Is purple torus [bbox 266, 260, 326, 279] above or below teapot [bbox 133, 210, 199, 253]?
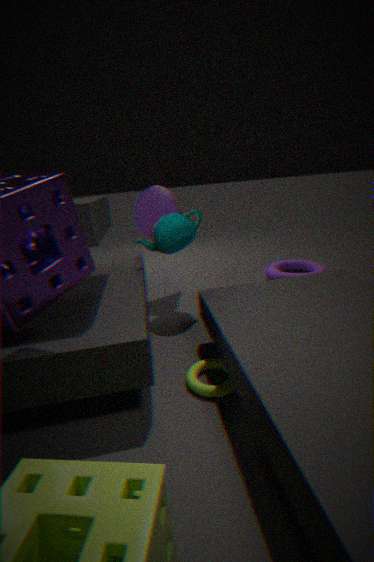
below
